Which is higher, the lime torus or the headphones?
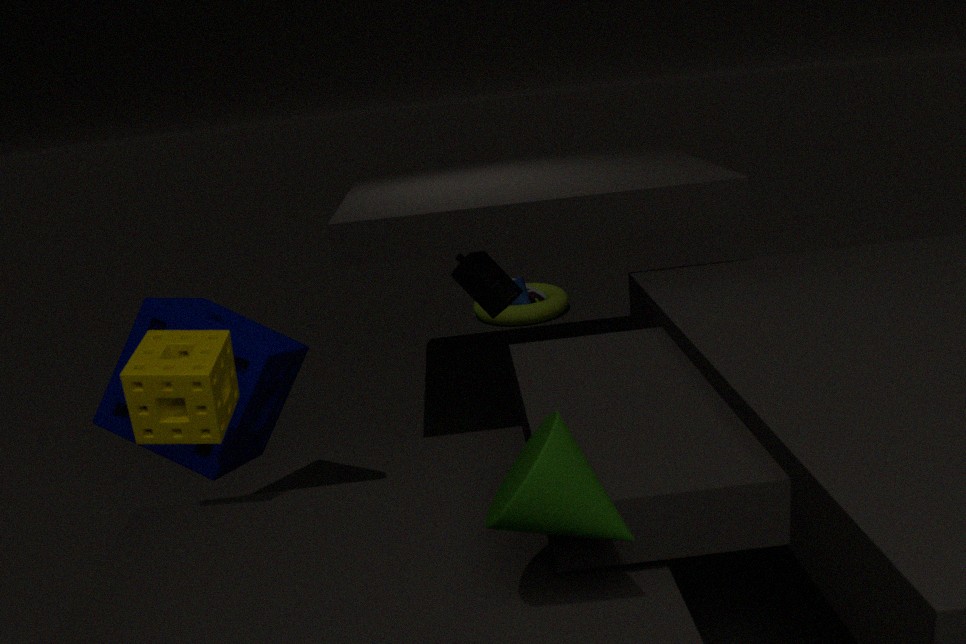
the headphones
